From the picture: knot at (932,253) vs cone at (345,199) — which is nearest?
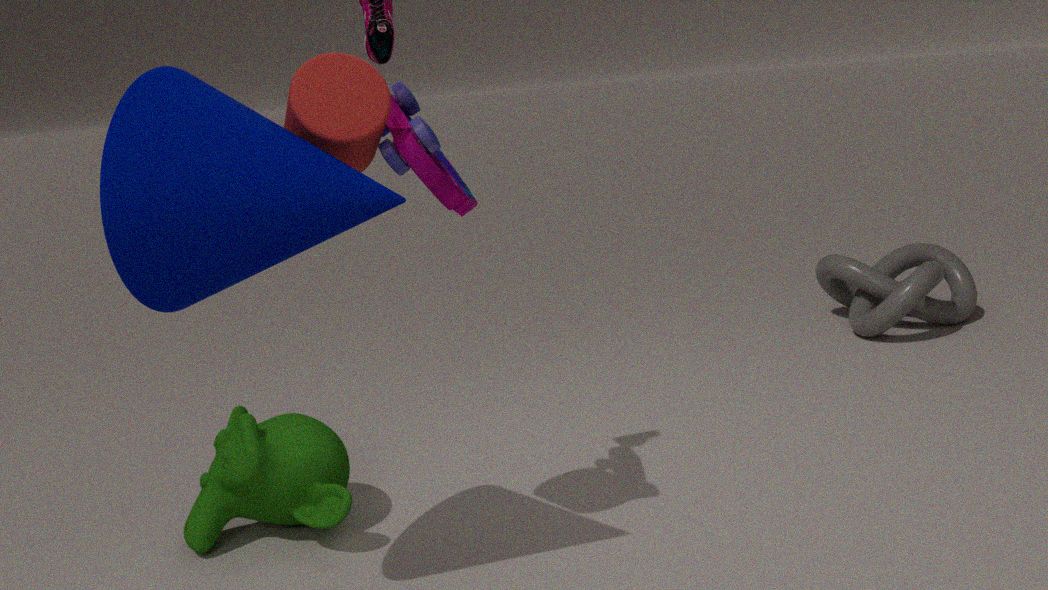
cone at (345,199)
